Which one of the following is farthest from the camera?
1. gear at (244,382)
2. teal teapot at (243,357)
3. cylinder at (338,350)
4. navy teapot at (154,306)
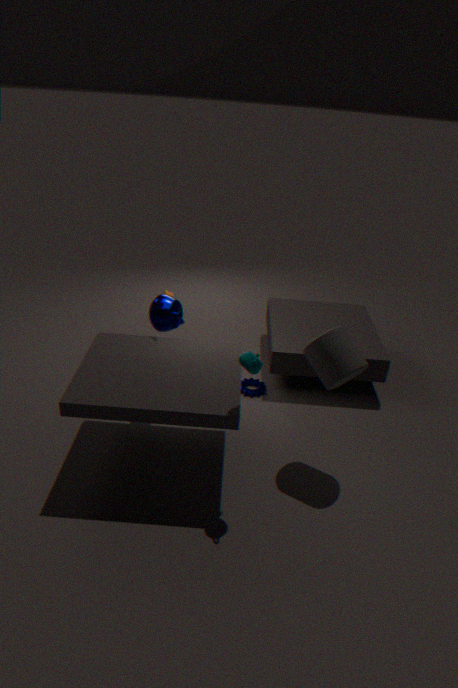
gear at (244,382)
